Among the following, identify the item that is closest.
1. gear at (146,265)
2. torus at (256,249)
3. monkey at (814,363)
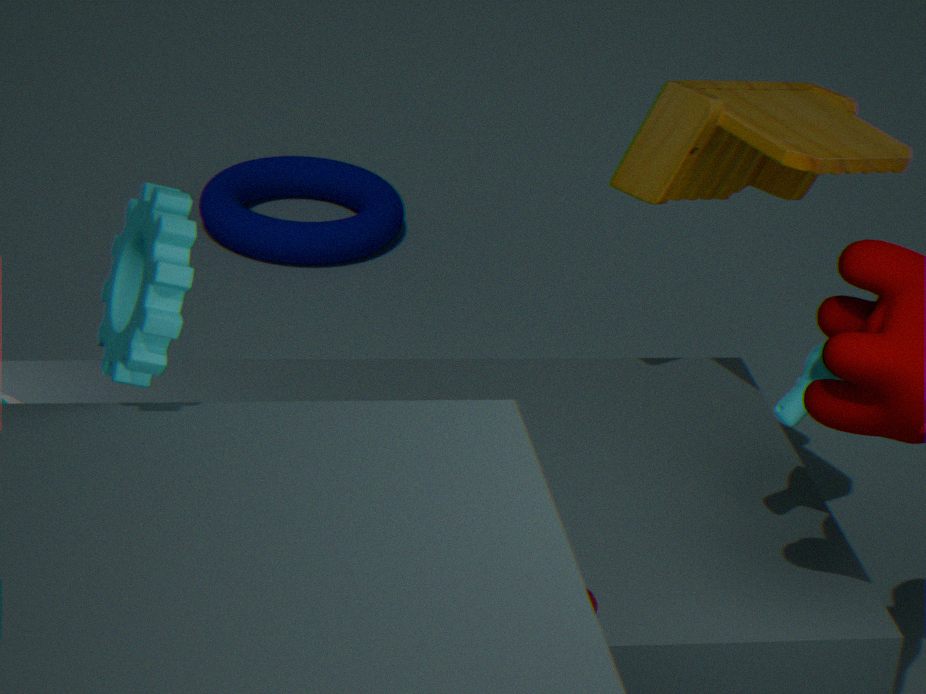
gear at (146,265)
